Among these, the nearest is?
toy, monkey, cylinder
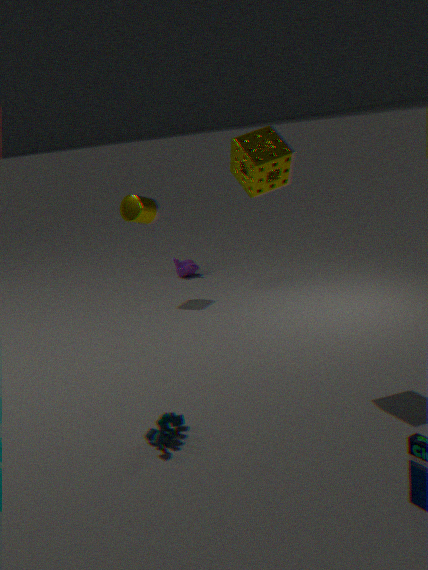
toy
